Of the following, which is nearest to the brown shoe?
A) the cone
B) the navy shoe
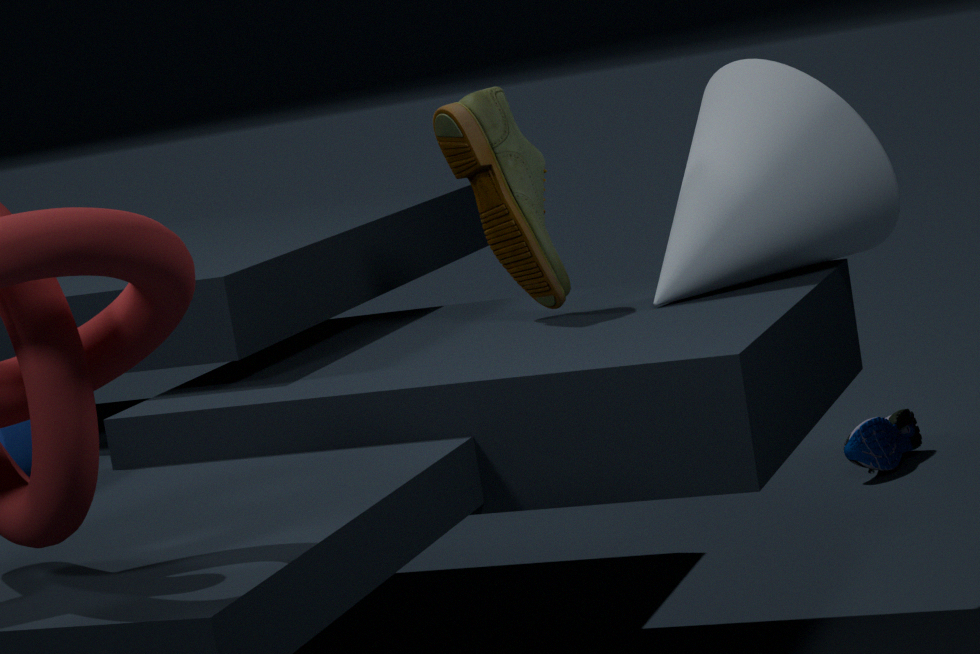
the cone
